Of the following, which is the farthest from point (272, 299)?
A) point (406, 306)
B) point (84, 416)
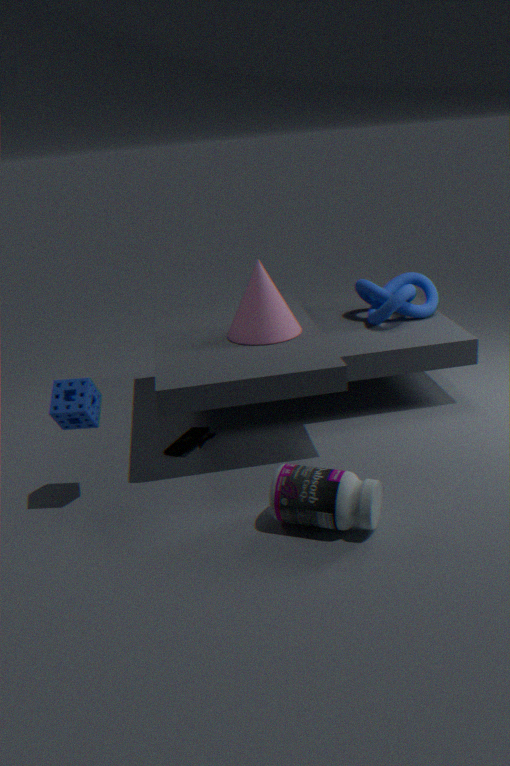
point (84, 416)
